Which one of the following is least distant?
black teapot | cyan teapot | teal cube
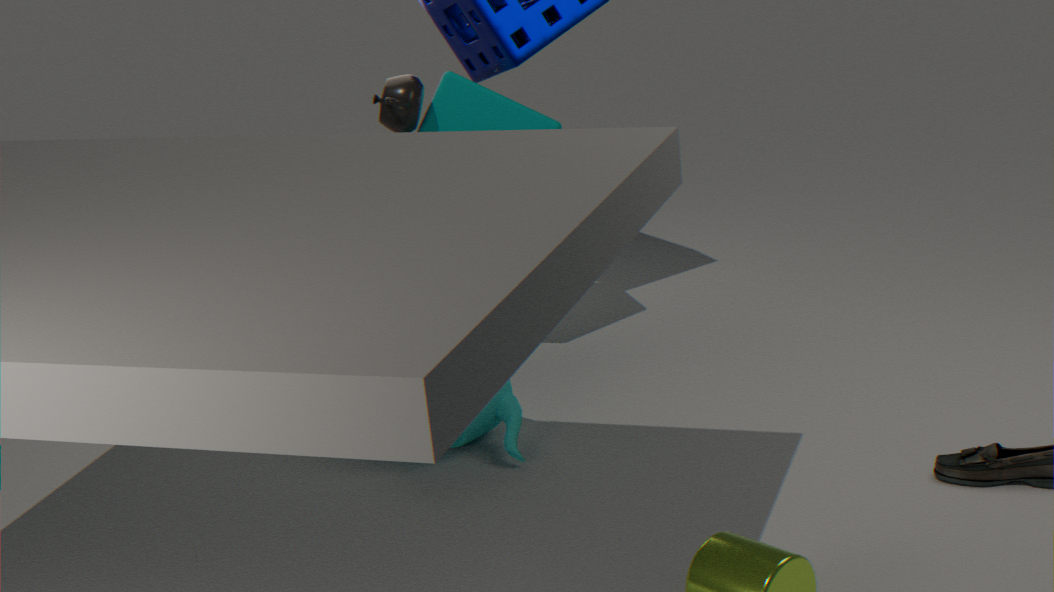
cyan teapot
